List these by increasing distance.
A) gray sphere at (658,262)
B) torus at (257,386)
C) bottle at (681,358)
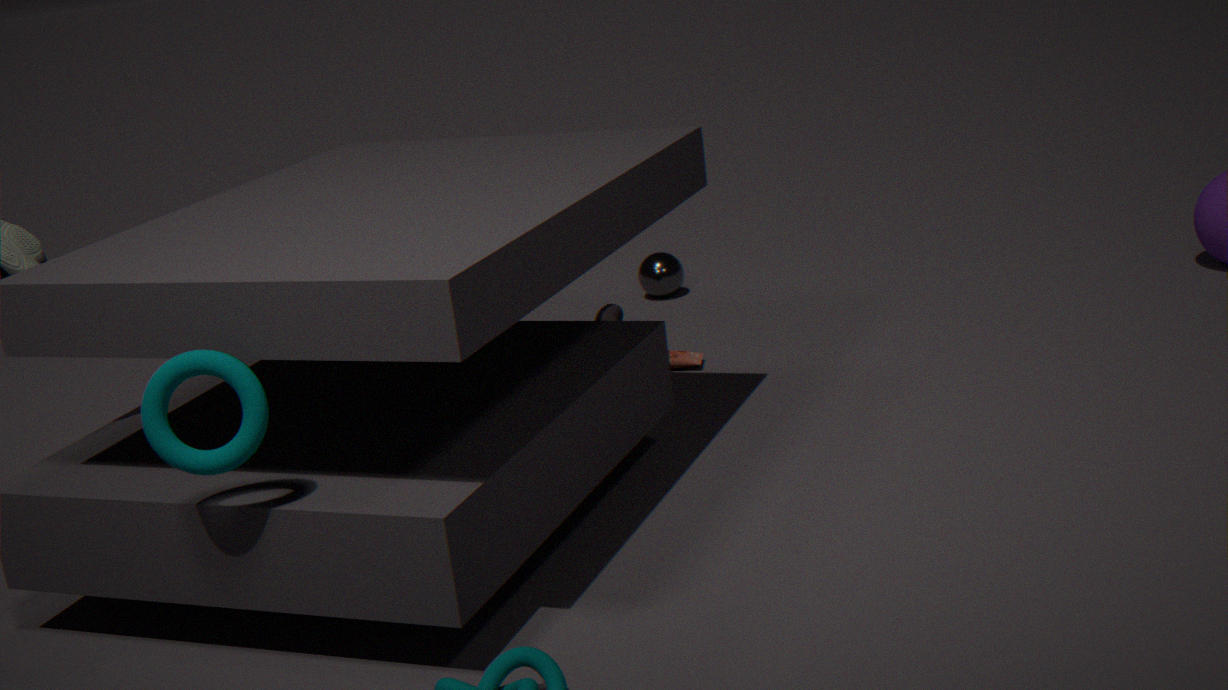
torus at (257,386) → bottle at (681,358) → gray sphere at (658,262)
